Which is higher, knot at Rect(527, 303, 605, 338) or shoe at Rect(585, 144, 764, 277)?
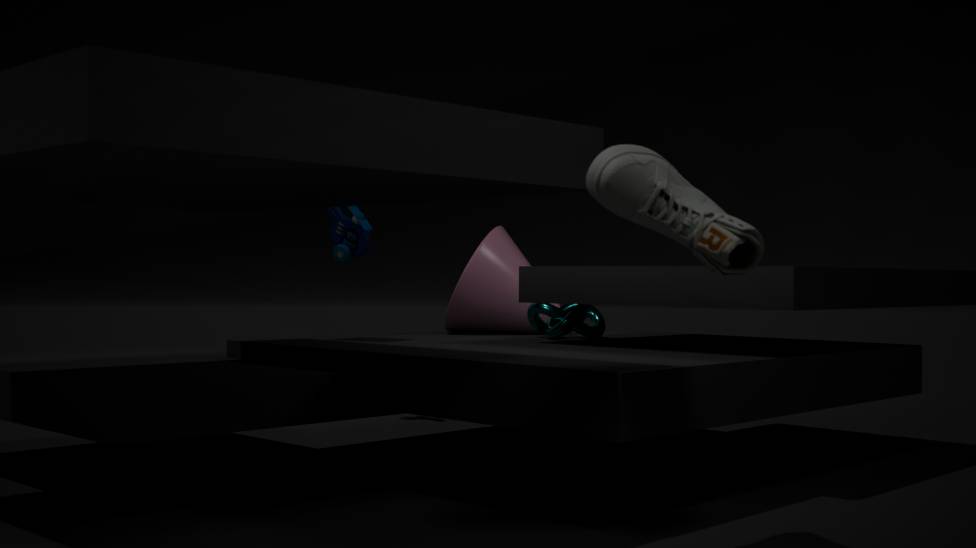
shoe at Rect(585, 144, 764, 277)
